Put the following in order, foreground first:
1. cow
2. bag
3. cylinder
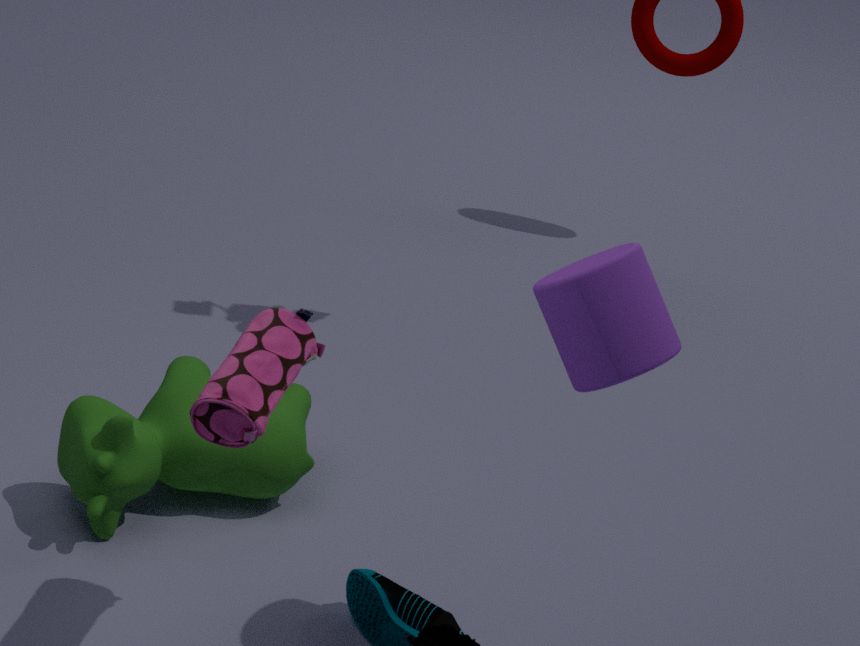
bag → cylinder → cow
